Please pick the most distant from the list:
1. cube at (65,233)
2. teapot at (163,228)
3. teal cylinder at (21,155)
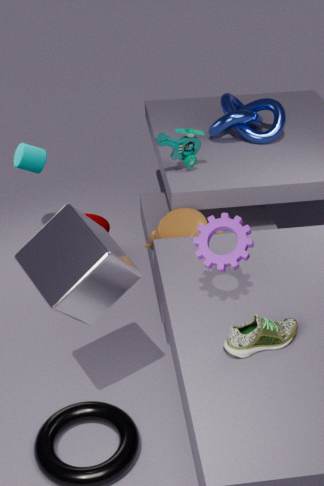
teal cylinder at (21,155)
